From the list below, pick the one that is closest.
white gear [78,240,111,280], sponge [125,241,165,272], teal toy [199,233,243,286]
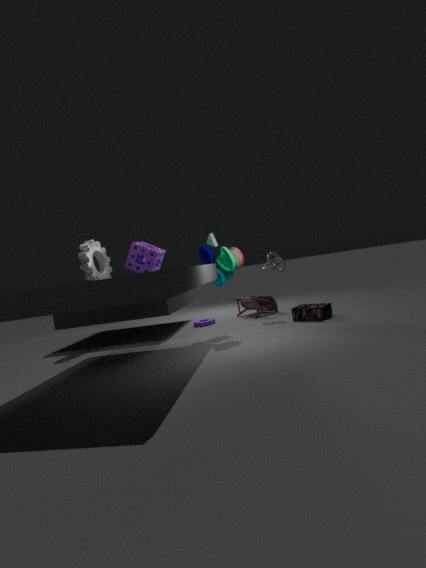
teal toy [199,233,243,286]
